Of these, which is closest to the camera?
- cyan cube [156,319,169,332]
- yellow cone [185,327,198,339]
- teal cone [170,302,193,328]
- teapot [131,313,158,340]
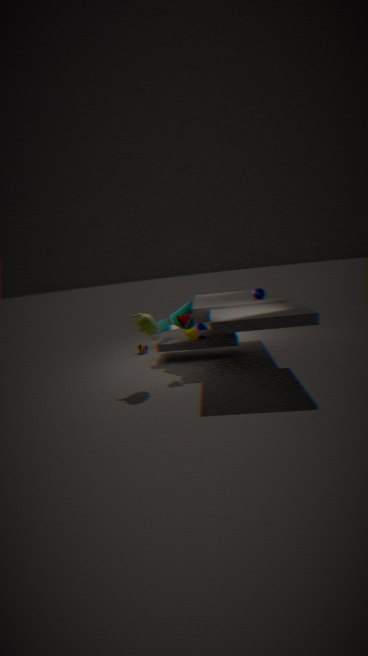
teapot [131,313,158,340]
